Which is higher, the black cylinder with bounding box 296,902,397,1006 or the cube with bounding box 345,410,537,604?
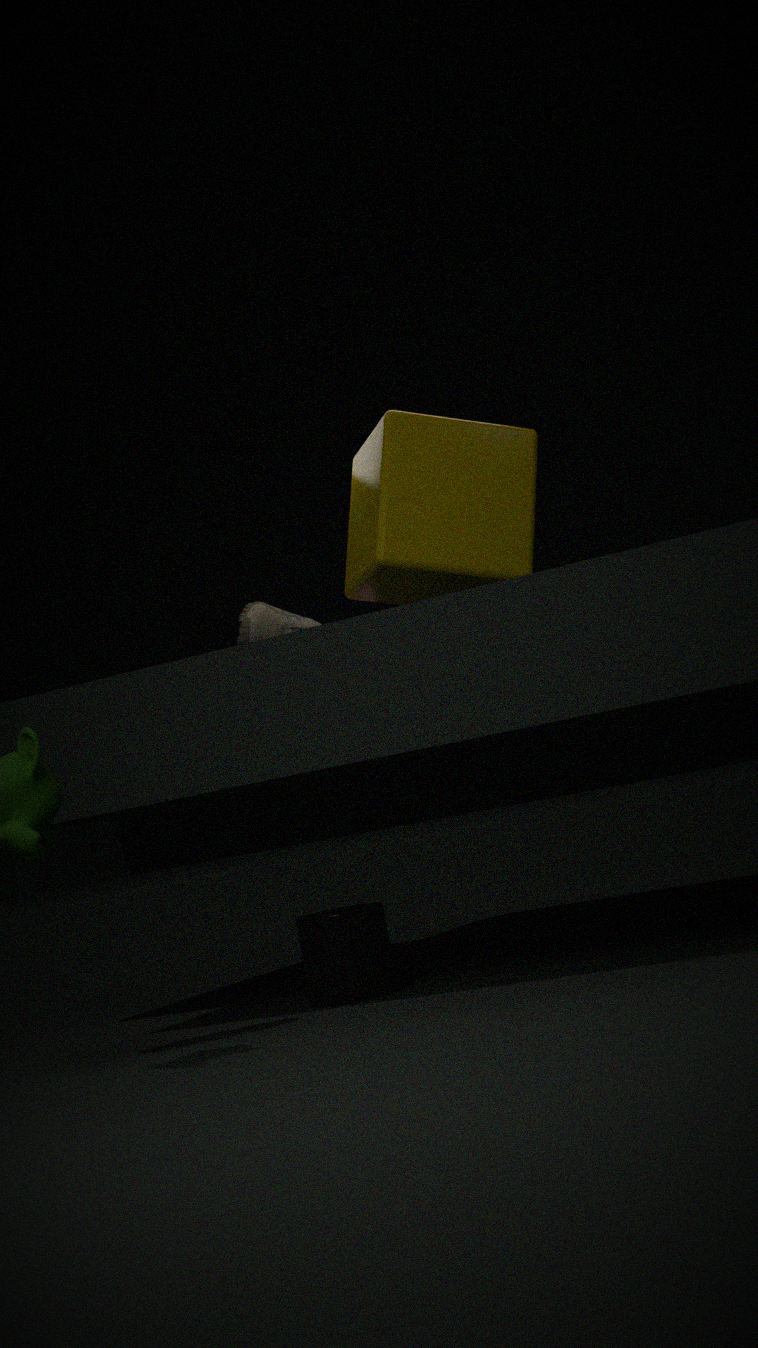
the cube with bounding box 345,410,537,604
